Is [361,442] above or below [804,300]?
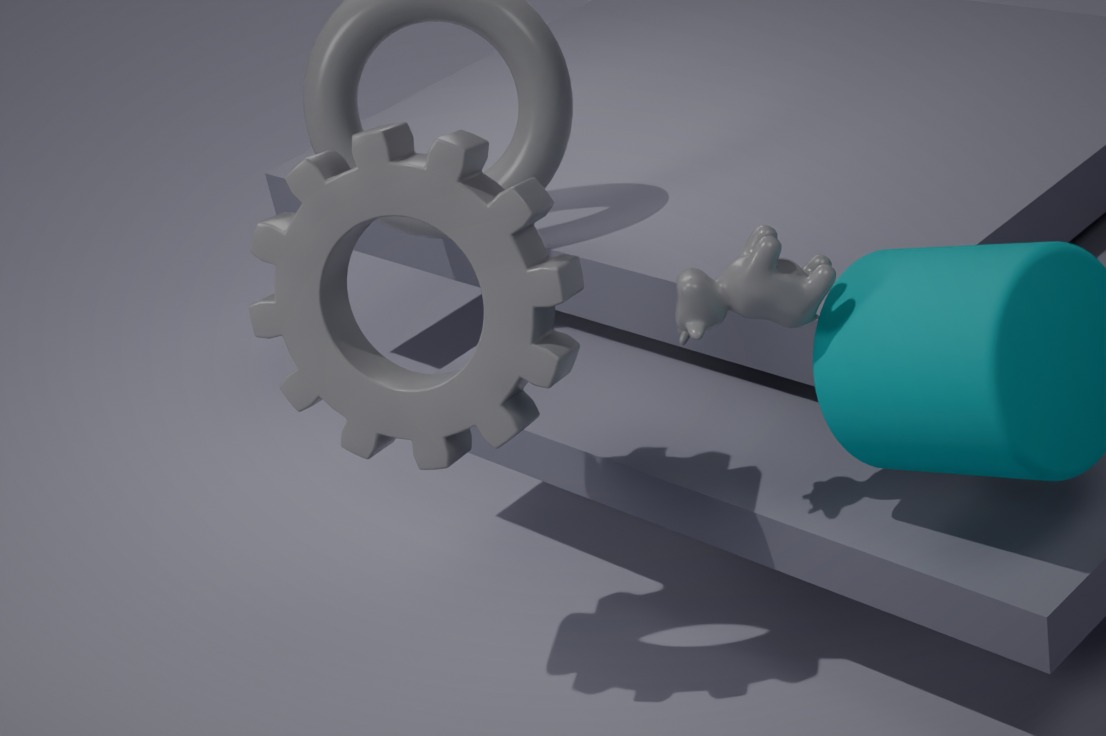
above
